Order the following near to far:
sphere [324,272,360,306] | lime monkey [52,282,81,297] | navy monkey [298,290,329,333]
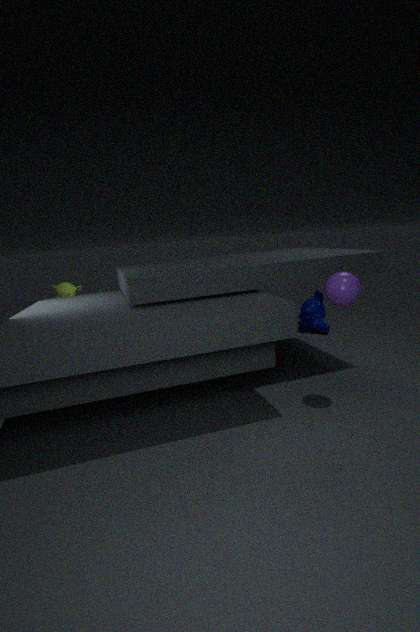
sphere [324,272,360,306] → lime monkey [52,282,81,297] → navy monkey [298,290,329,333]
